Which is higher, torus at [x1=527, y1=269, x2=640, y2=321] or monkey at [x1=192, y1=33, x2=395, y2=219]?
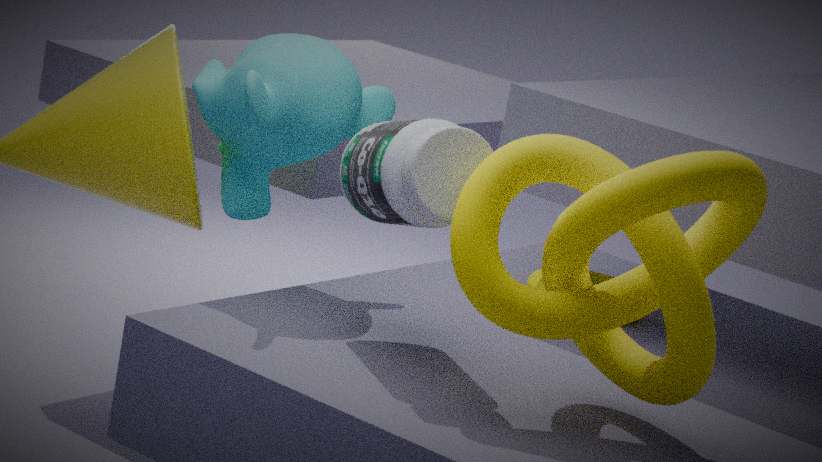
monkey at [x1=192, y1=33, x2=395, y2=219]
